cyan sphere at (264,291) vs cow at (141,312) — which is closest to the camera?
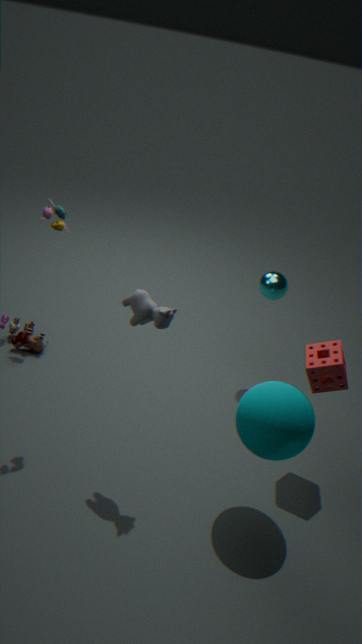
cow at (141,312)
